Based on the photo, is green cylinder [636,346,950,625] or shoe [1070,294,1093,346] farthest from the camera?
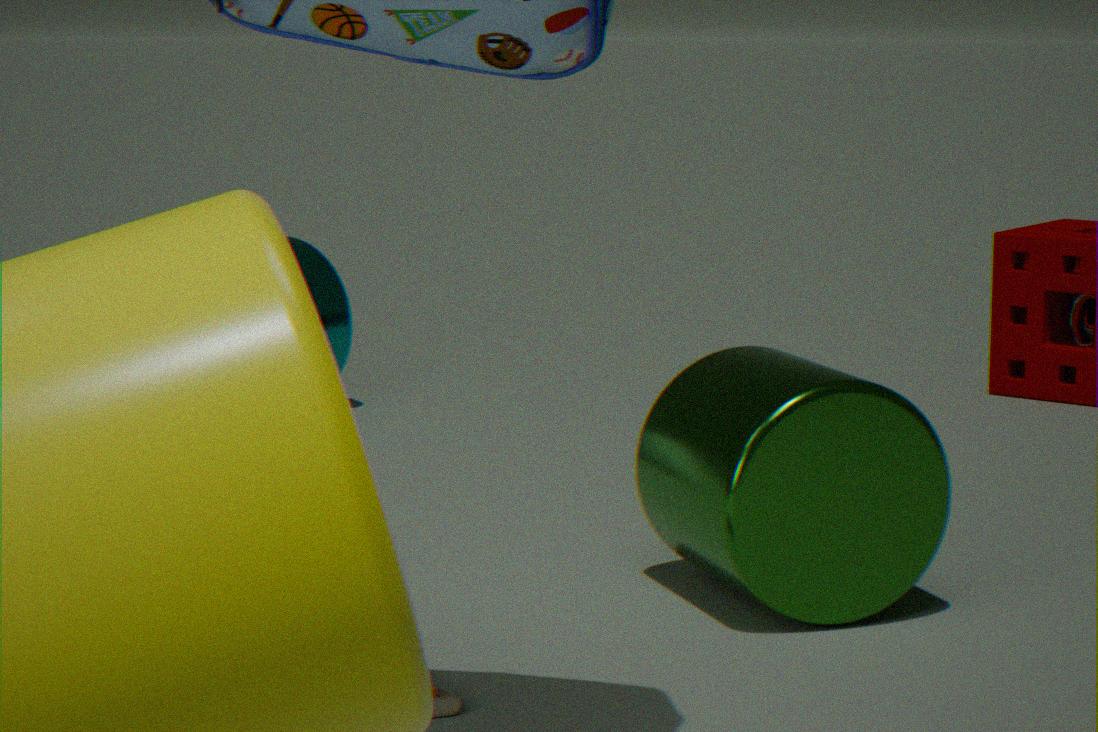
shoe [1070,294,1093,346]
